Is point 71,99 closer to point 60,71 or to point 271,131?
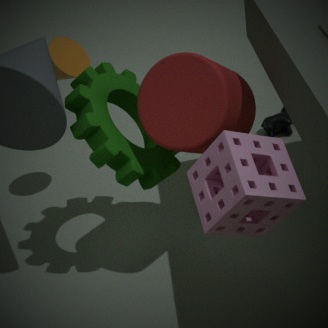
point 60,71
